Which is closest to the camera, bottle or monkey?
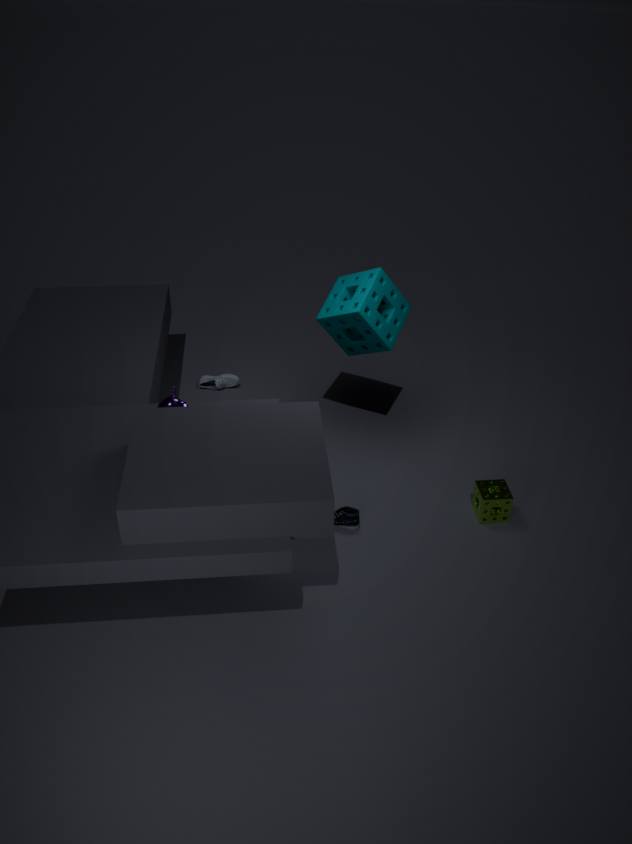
monkey
